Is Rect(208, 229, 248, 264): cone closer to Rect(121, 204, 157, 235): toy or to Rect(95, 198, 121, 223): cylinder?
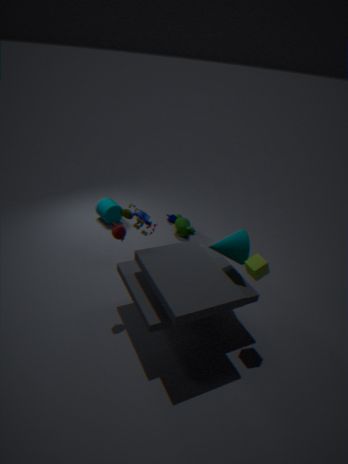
Rect(121, 204, 157, 235): toy
